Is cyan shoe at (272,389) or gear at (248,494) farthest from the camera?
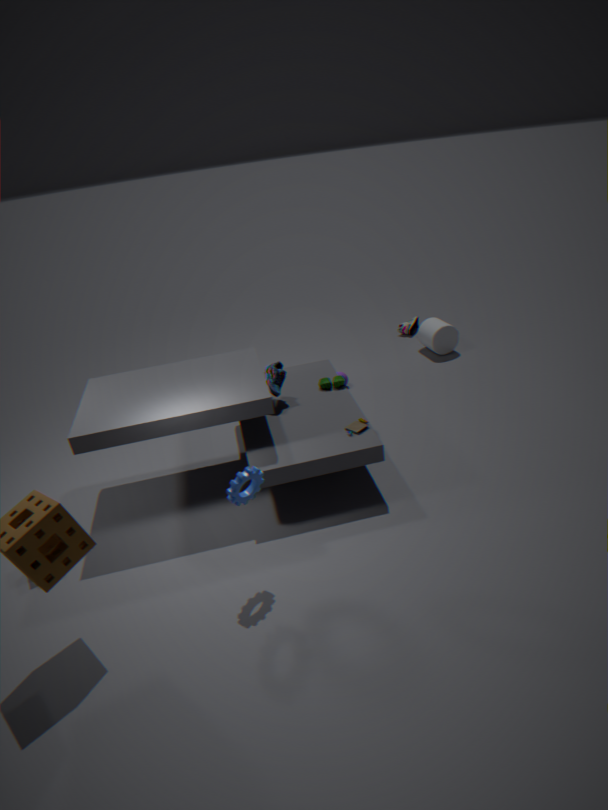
cyan shoe at (272,389)
